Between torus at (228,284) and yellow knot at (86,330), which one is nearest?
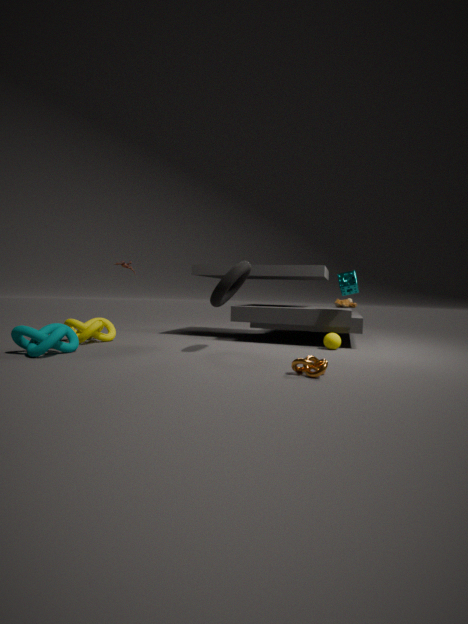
torus at (228,284)
